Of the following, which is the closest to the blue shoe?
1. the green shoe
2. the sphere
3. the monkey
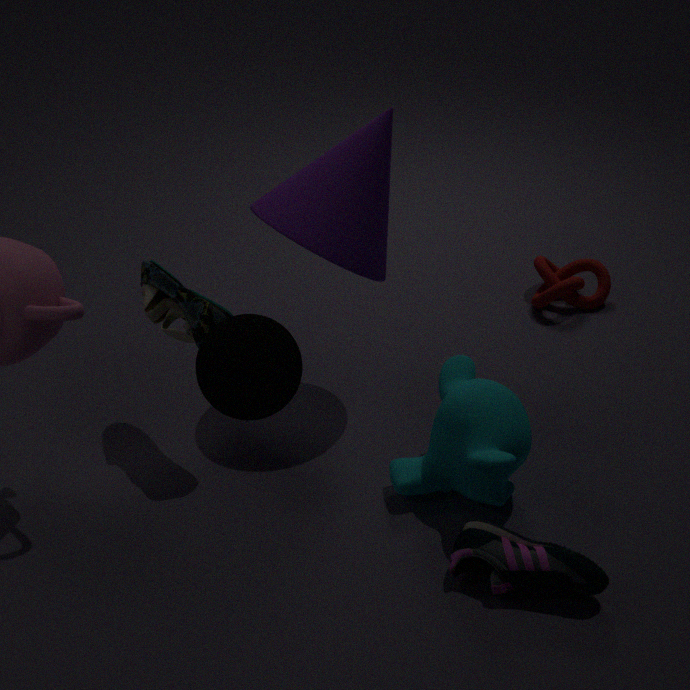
the monkey
